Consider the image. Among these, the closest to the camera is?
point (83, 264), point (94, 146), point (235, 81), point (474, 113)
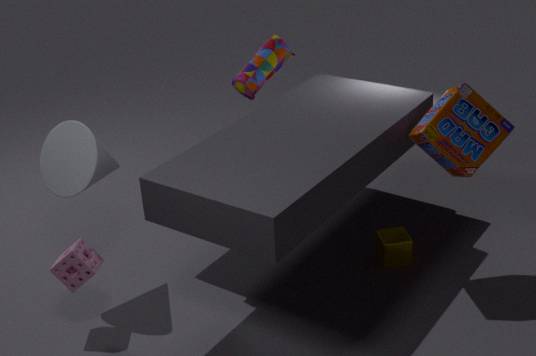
point (83, 264)
